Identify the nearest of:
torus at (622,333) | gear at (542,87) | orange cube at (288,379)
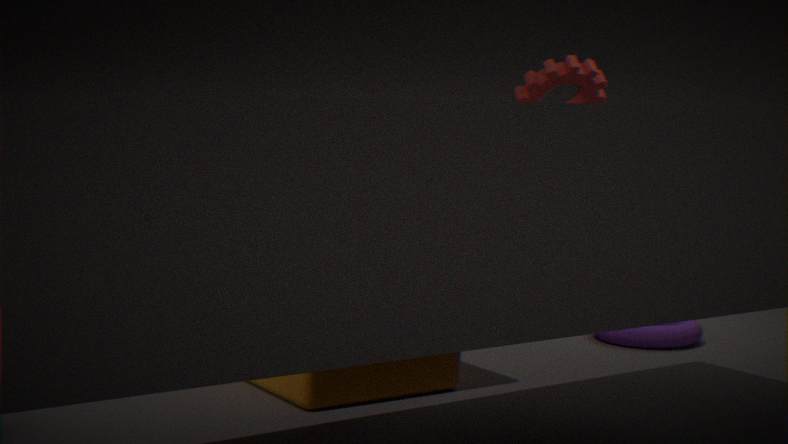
orange cube at (288,379)
